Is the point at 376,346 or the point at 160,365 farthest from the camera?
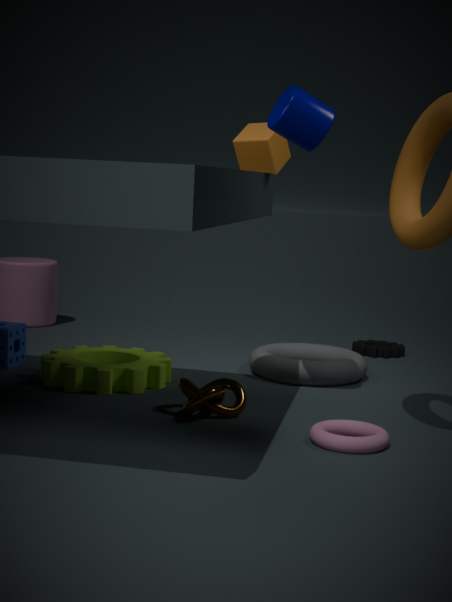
the point at 376,346
